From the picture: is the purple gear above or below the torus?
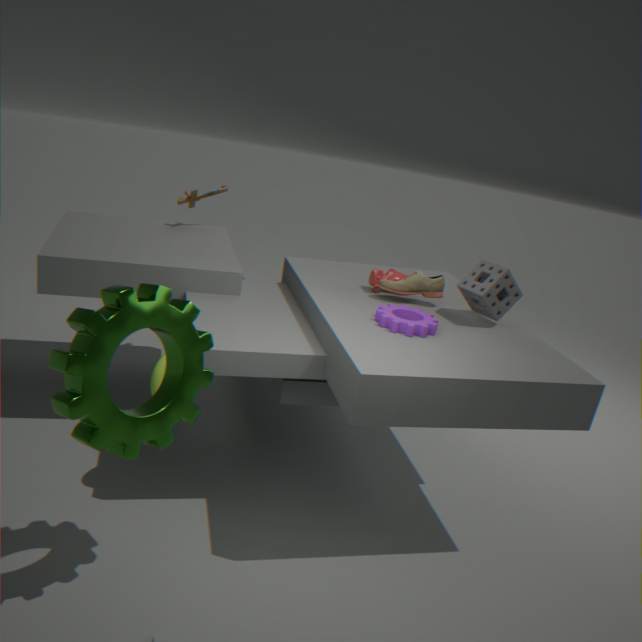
above
